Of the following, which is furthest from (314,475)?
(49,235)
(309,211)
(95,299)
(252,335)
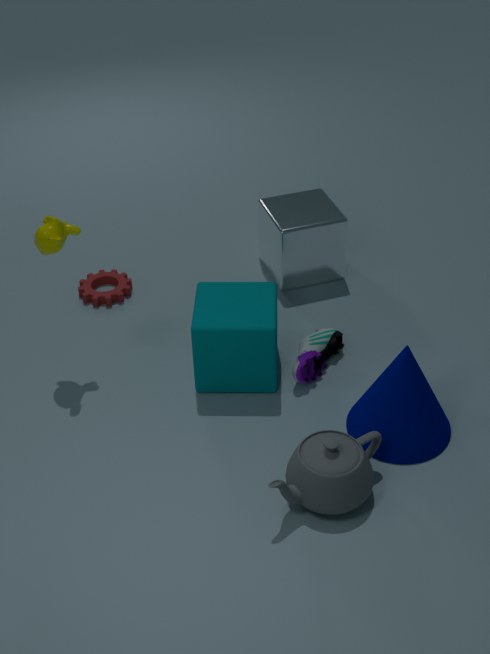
(95,299)
